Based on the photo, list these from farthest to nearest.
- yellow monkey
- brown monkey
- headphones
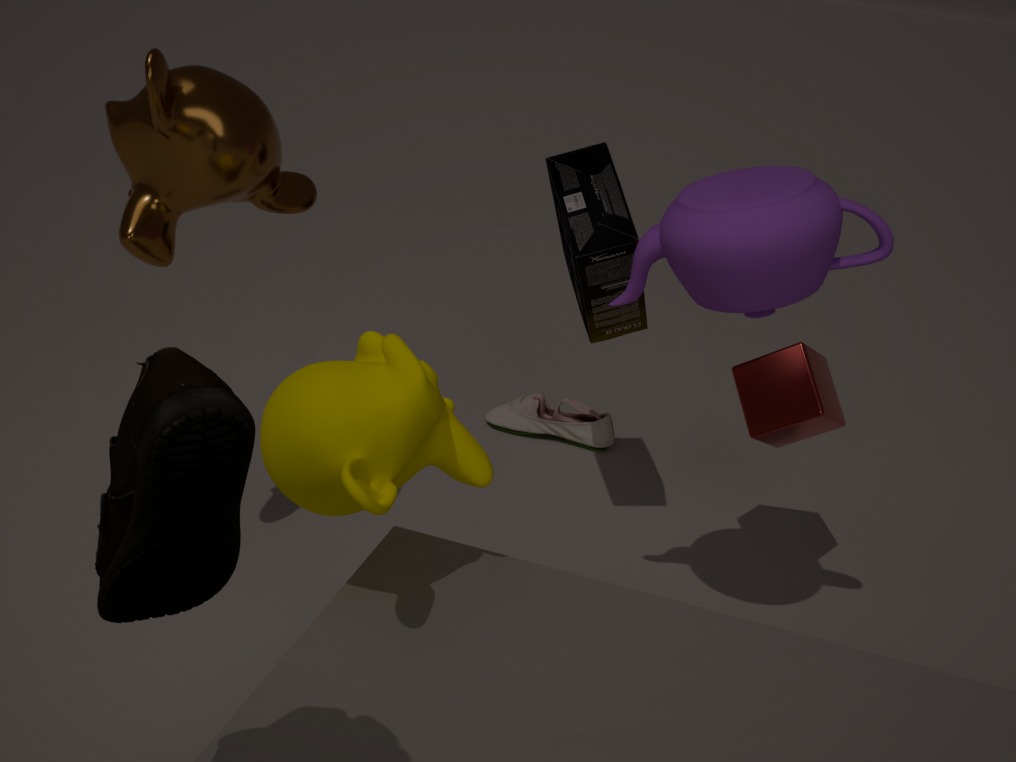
headphones
brown monkey
yellow monkey
